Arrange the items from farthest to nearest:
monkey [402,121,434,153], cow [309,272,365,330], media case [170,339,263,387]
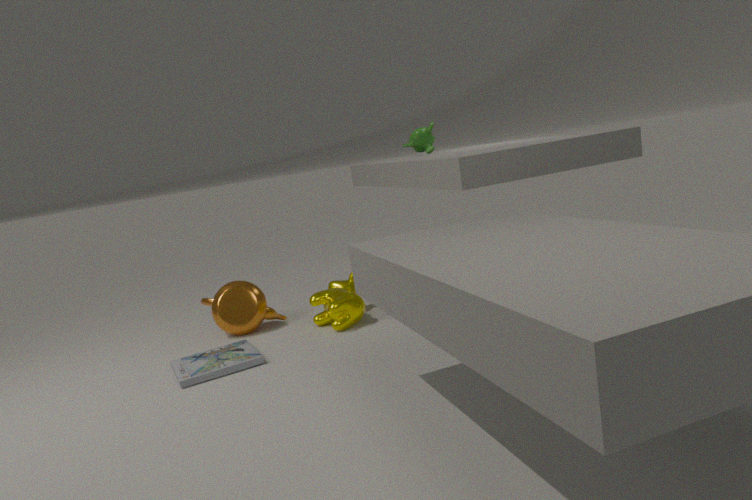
monkey [402,121,434,153], cow [309,272,365,330], media case [170,339,263,387]
